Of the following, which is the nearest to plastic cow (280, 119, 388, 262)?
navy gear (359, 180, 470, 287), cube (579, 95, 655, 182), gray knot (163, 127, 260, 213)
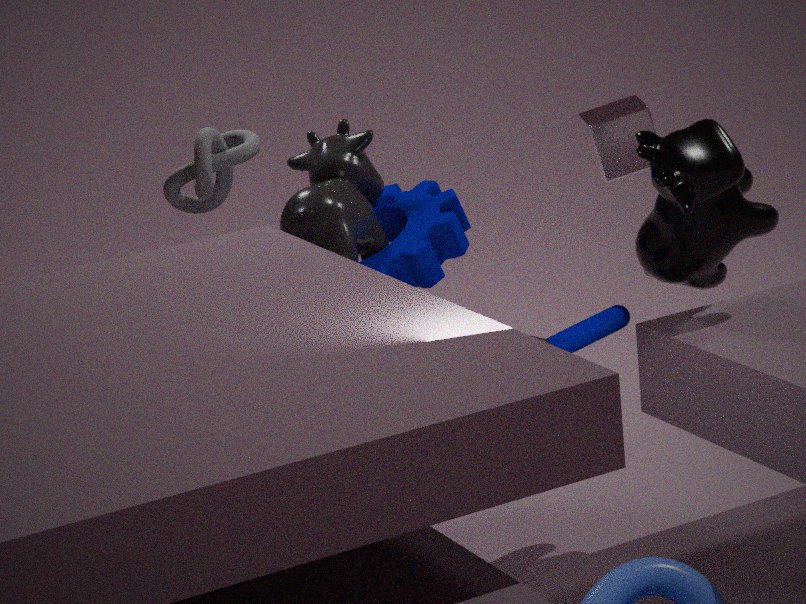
navy gear (359, 180, 470, 287)
